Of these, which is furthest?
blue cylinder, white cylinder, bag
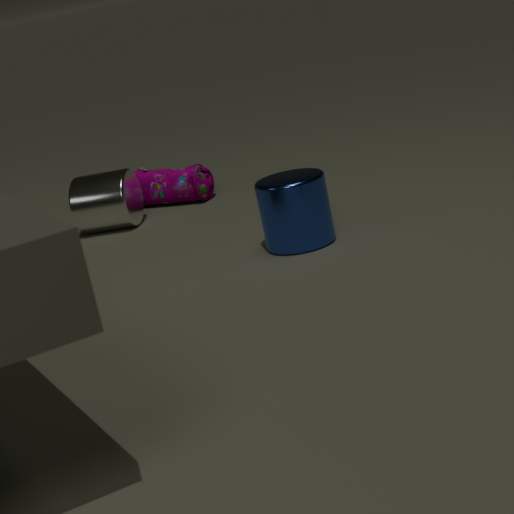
bag
